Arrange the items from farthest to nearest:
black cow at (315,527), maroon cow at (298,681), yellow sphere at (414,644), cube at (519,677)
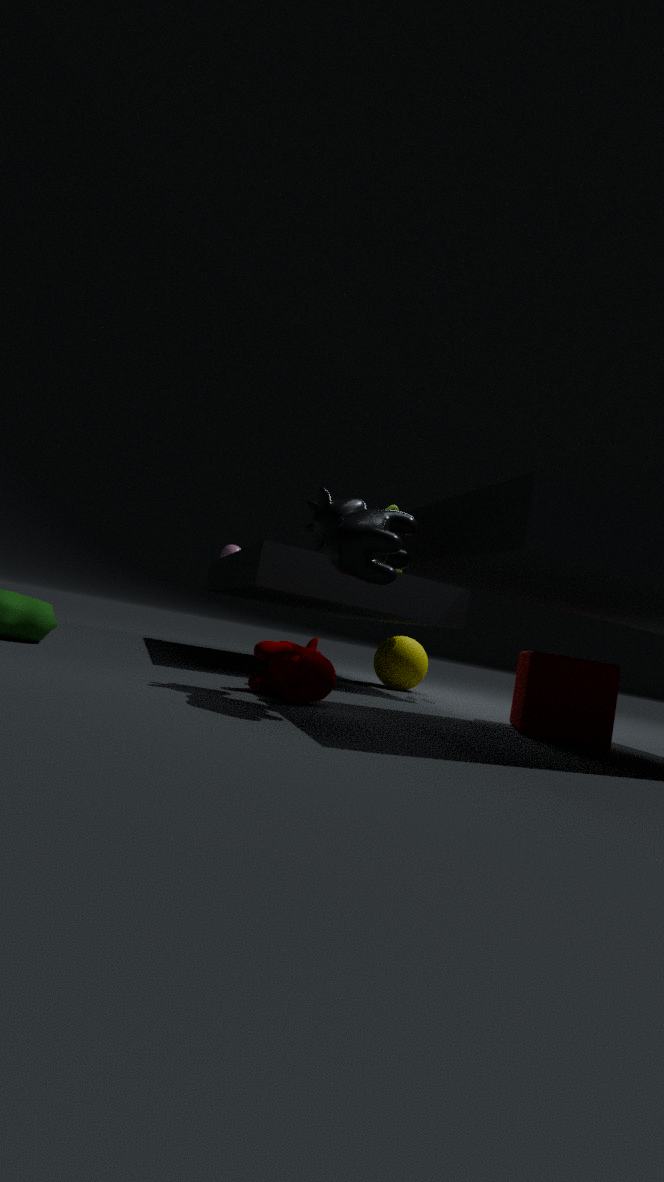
1. yellow sphere at (414,644)
2. cube at (519,677)
3. maroon cow at (298,681)
4. black cow at (315,527)
